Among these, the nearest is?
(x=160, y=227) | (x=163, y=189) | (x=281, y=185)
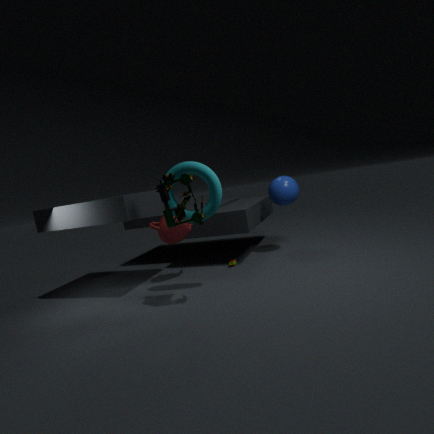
(x=163, y=189)
